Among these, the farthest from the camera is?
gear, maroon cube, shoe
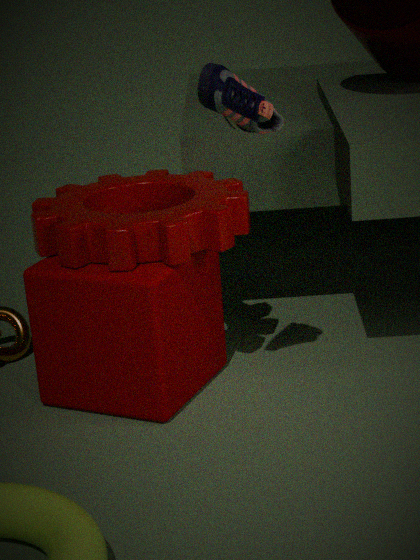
gear
